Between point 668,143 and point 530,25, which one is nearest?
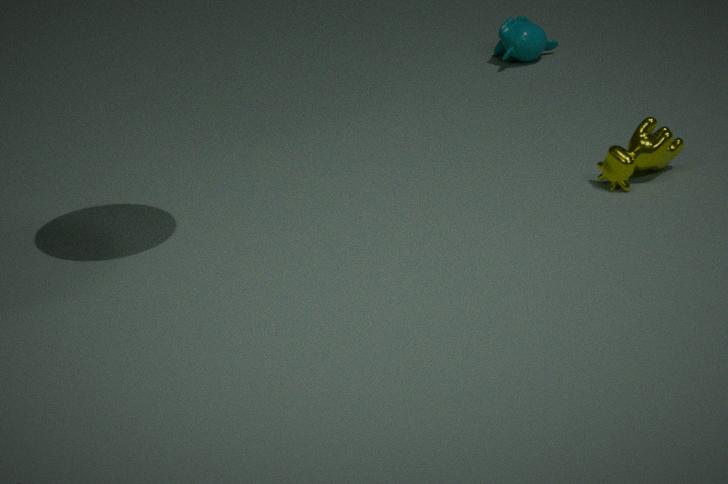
point 668,143
